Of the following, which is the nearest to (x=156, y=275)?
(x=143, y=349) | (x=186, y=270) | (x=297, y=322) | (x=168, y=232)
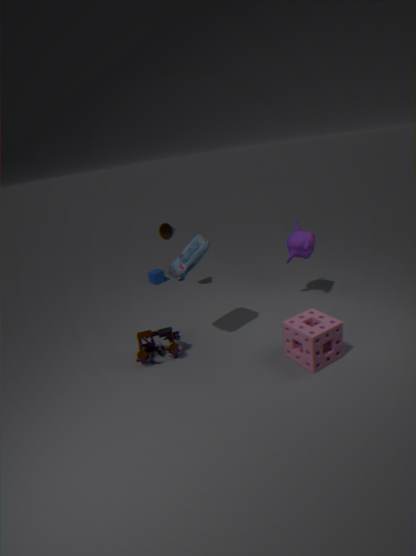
(x=168, y=232)
